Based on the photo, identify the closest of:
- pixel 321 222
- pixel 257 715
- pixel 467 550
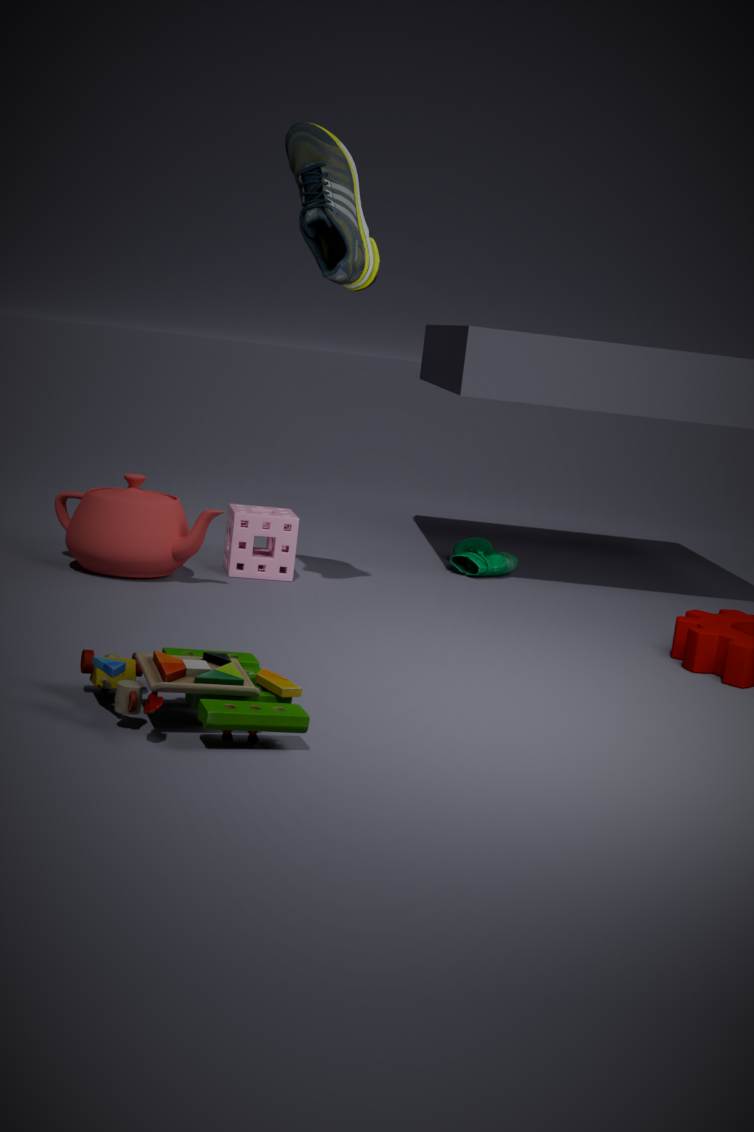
pixel 257 715
